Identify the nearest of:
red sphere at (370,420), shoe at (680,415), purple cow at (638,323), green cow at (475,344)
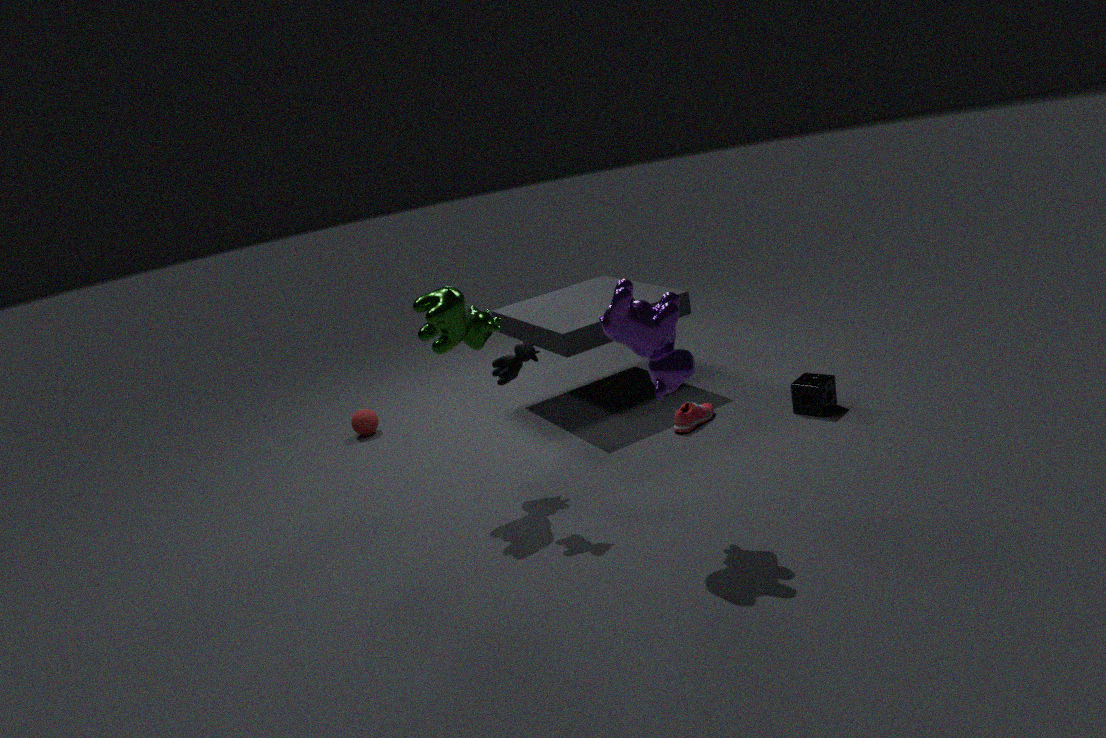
purple cow at (638,323)
